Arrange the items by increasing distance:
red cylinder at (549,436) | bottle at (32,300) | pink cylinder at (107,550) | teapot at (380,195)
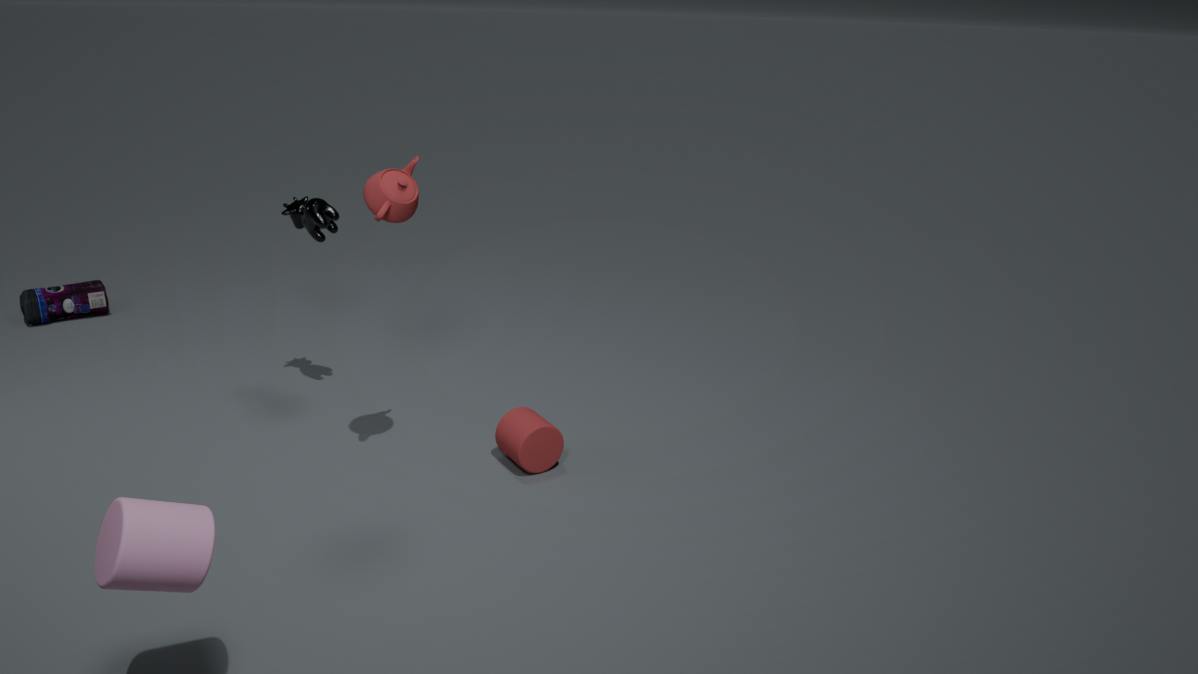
pink cylinder at (107,550) → teapot at (380,195) → red cylinder at (549,436) → bottle at (32,300)
